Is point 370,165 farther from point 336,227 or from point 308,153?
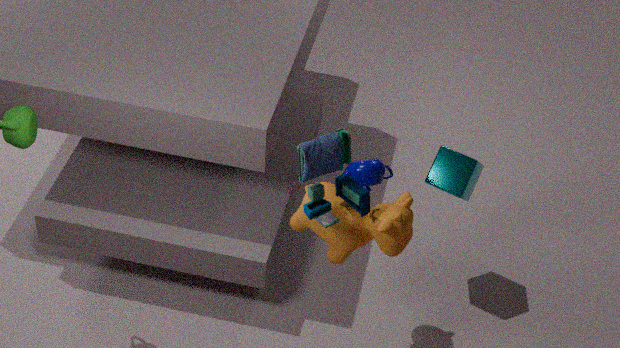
point 308,153
